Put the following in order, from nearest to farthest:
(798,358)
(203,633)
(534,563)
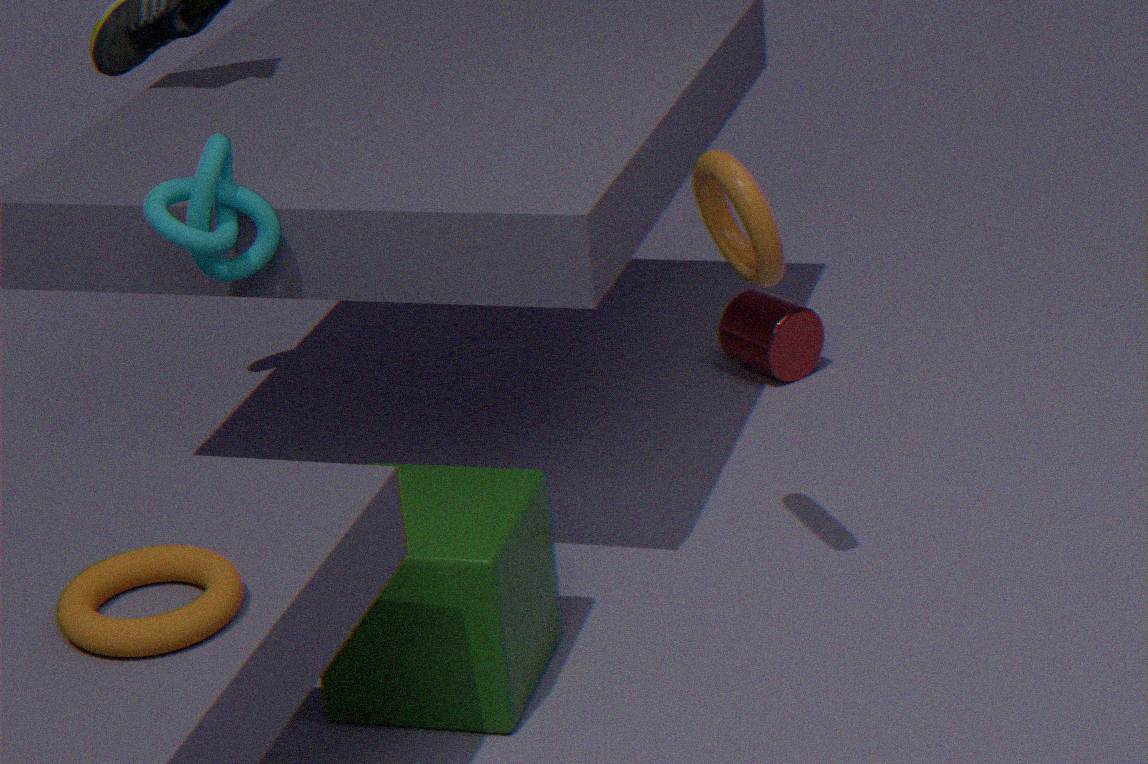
(203,633)
(534,563)
(798,358)
